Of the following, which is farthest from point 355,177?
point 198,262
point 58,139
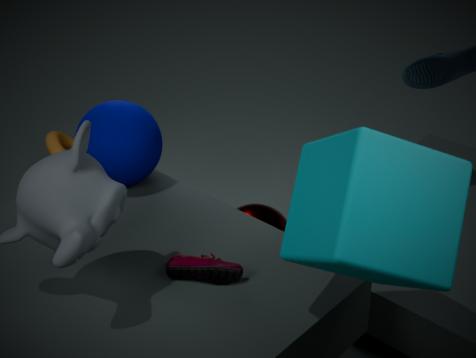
point 58,139
